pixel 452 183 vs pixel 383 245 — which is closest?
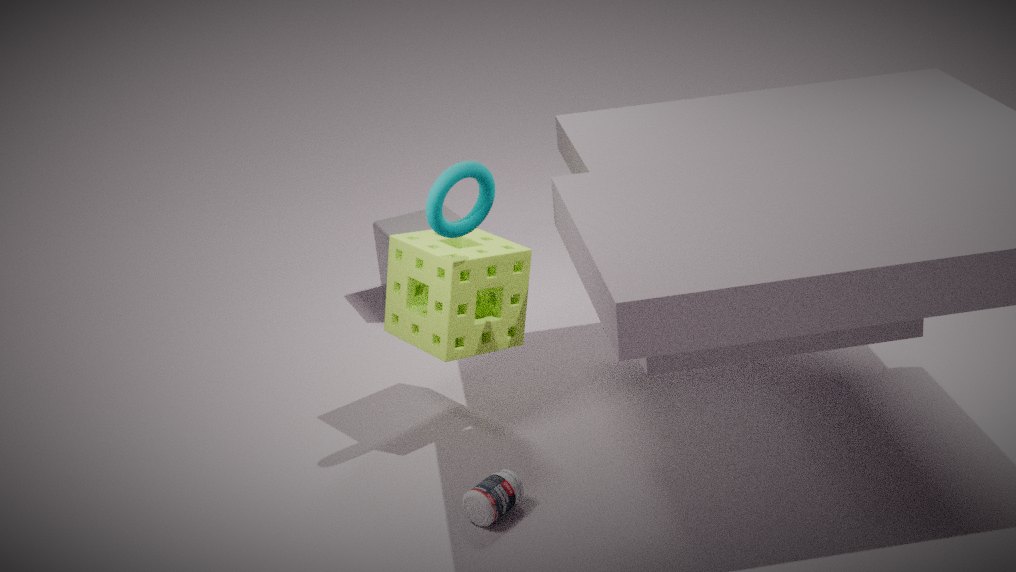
pixel 452 183
